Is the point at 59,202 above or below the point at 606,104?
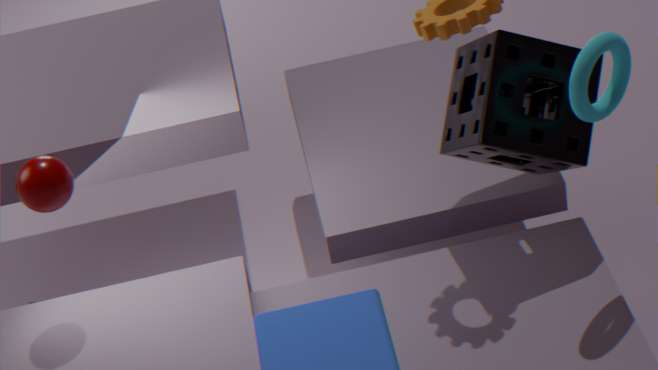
below
